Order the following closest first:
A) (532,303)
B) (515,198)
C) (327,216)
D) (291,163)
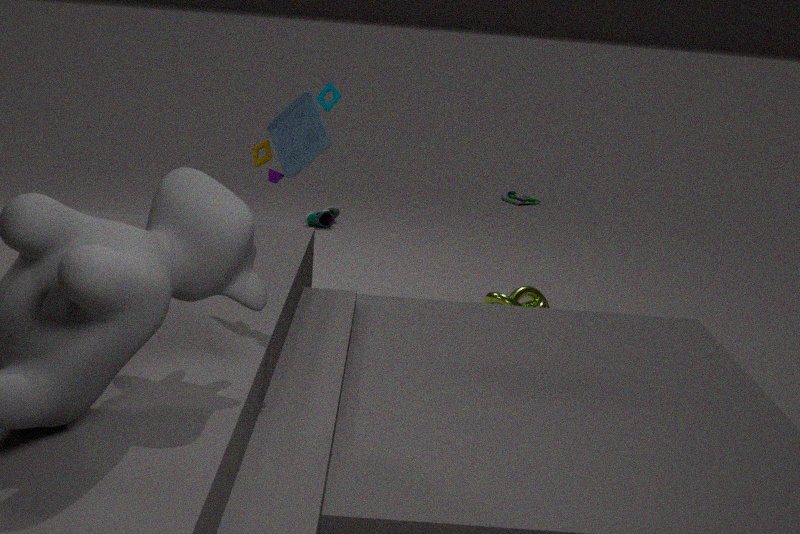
1. (291,163)
2. (532,303)
3. (327,216)
4. (515,198)
